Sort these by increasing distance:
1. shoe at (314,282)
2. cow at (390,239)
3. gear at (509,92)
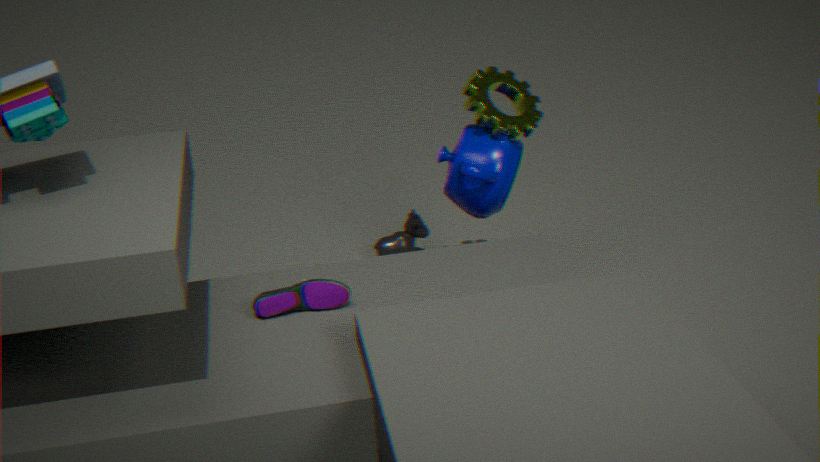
1. shoe at (314,282)
2. gear at (509,92)
3. cow at (390,239)
